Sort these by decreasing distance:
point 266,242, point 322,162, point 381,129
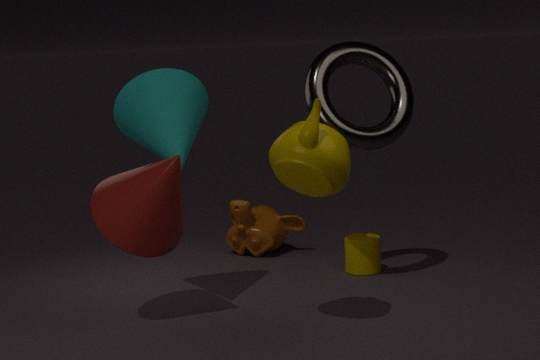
point 266,242 → point 381,129 → point 322,162
